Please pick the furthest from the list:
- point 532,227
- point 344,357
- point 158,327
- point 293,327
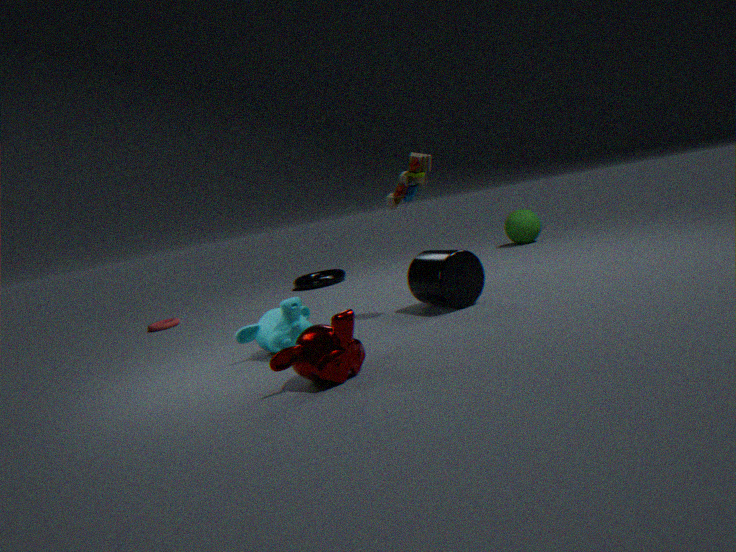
point 532,227
